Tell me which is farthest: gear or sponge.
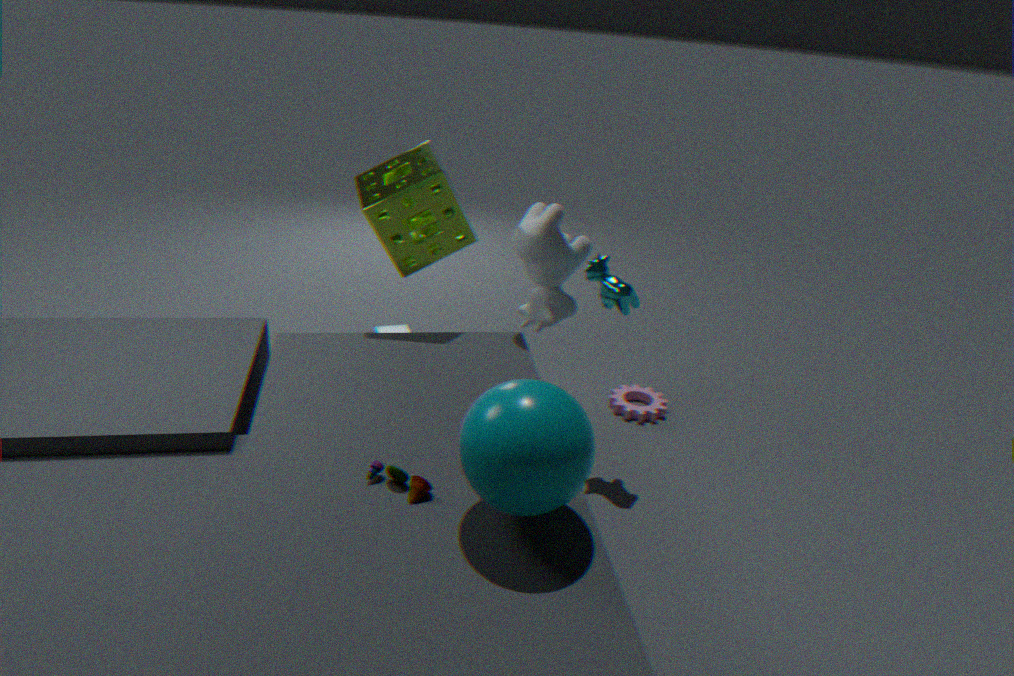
gear
